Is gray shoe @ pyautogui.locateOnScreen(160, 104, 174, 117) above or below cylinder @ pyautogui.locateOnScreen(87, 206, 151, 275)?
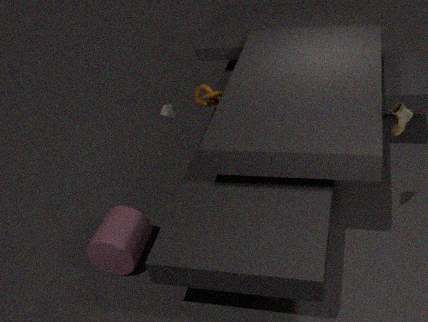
above
